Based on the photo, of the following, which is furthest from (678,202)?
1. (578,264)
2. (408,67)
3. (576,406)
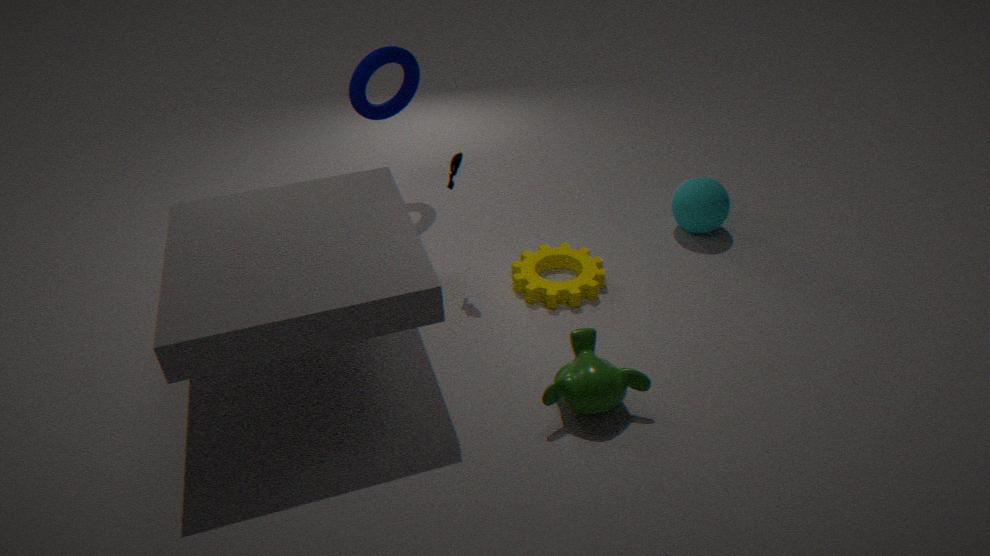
(408,67)
